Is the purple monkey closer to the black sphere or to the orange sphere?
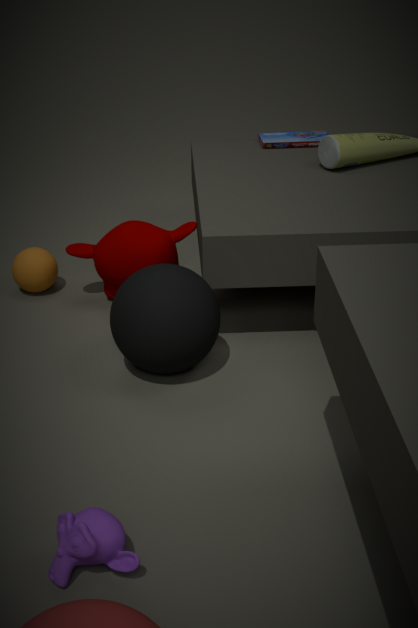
the black sphere
